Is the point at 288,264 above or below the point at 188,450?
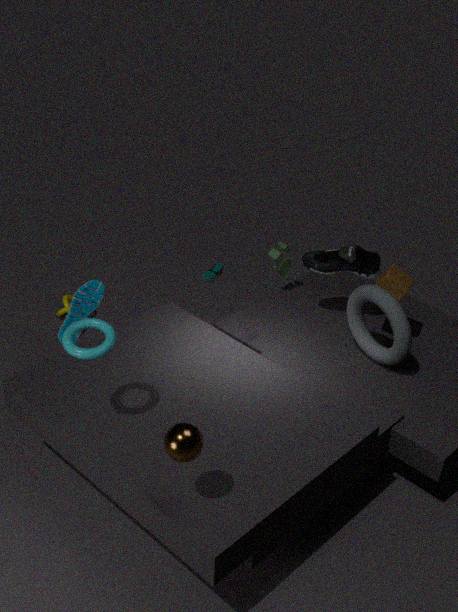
below
